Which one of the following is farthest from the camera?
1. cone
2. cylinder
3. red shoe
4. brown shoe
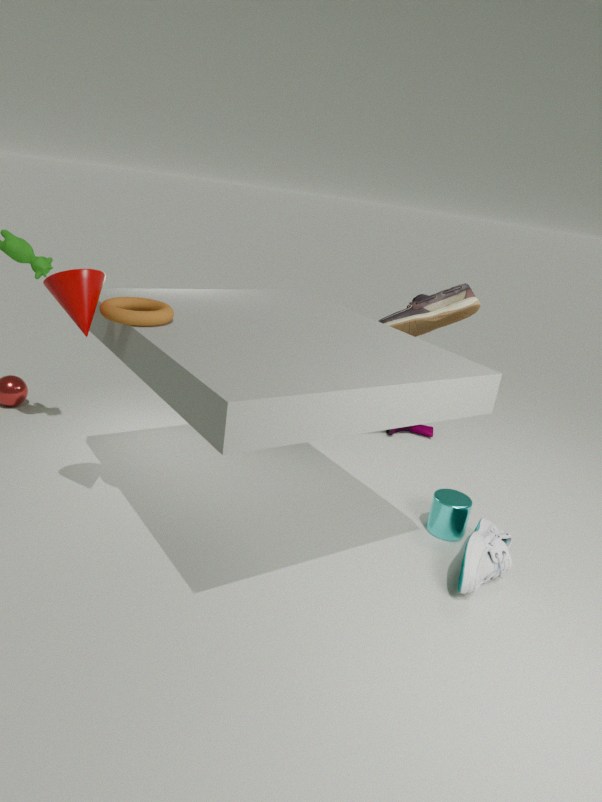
red shoe
